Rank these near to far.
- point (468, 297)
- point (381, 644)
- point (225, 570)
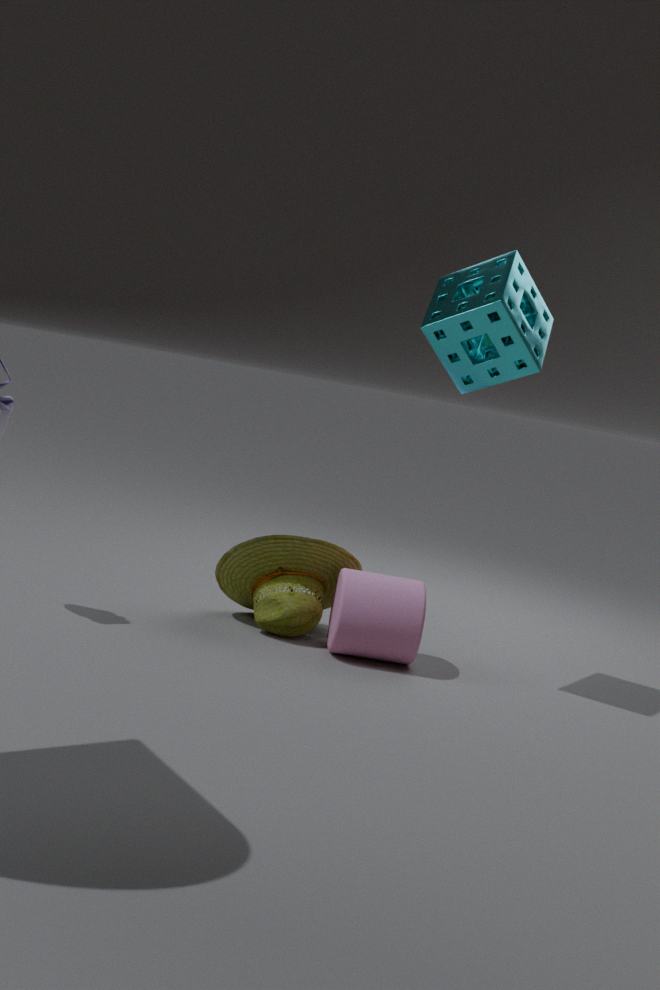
point (468, 297) → point (381, 644) → point (225, 570)
